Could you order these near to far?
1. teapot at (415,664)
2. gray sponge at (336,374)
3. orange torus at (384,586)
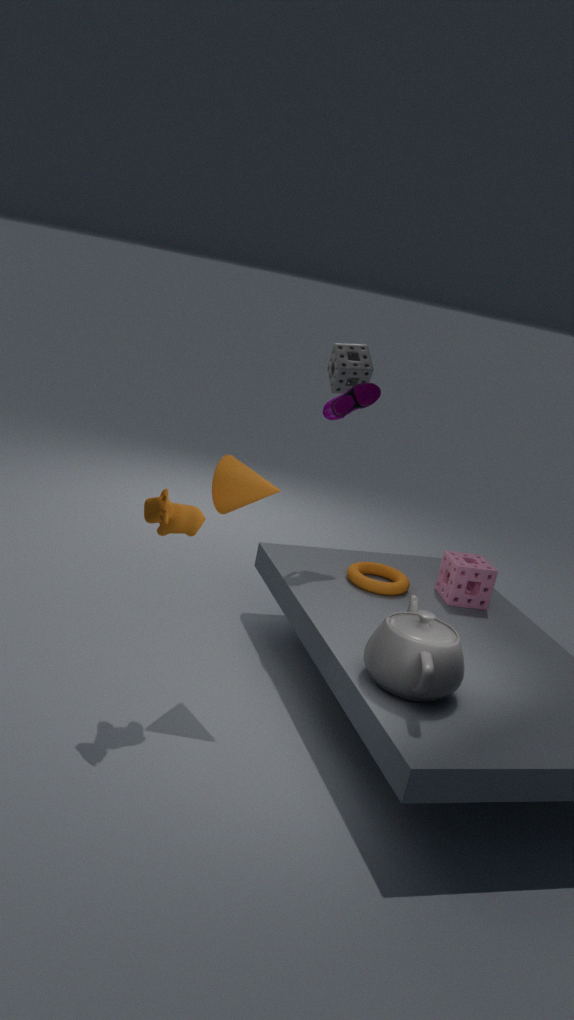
1. teapot at (415,664)
2. orange torus at (384,586)
3. gray sponge at (336,374)
